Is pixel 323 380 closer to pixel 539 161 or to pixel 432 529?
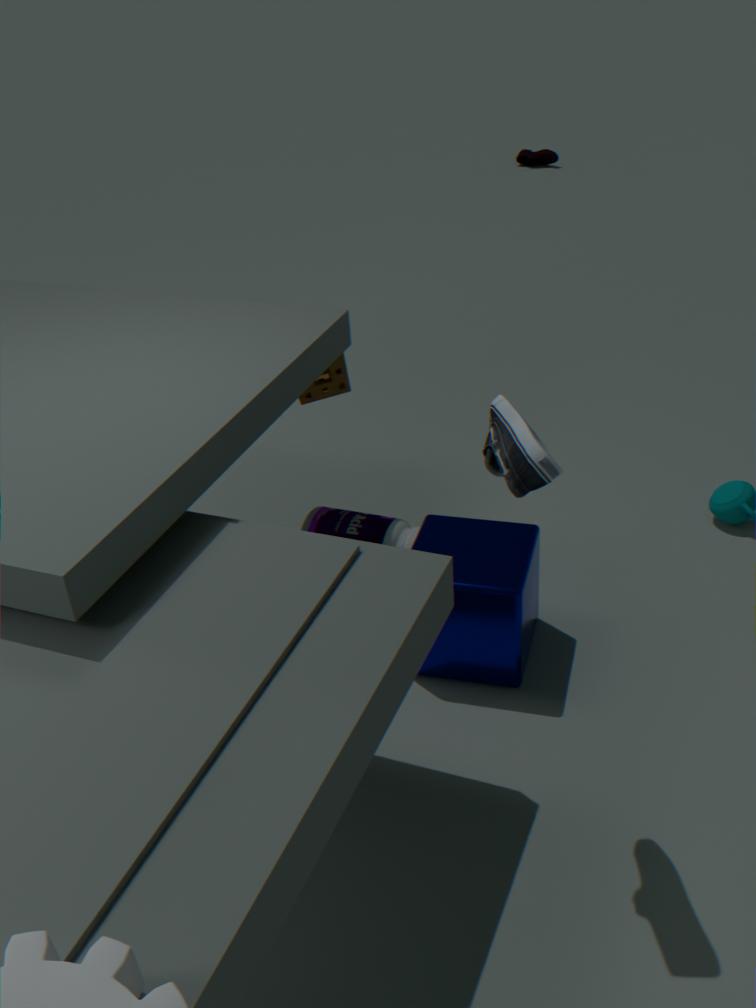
pixel 432 529
